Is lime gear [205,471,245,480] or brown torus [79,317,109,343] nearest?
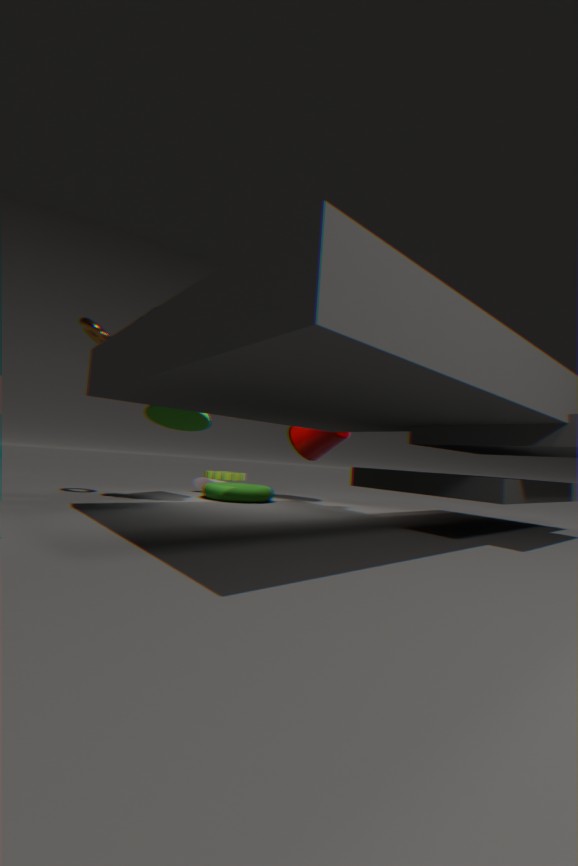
brown torus [79,317,109,343]
